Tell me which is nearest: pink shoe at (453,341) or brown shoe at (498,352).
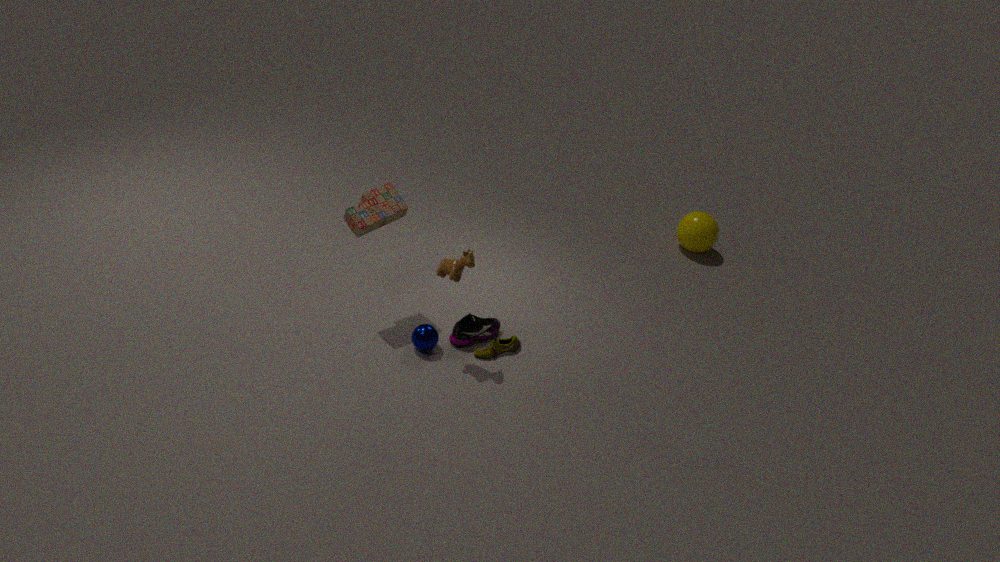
brown shoe at (498,352)
